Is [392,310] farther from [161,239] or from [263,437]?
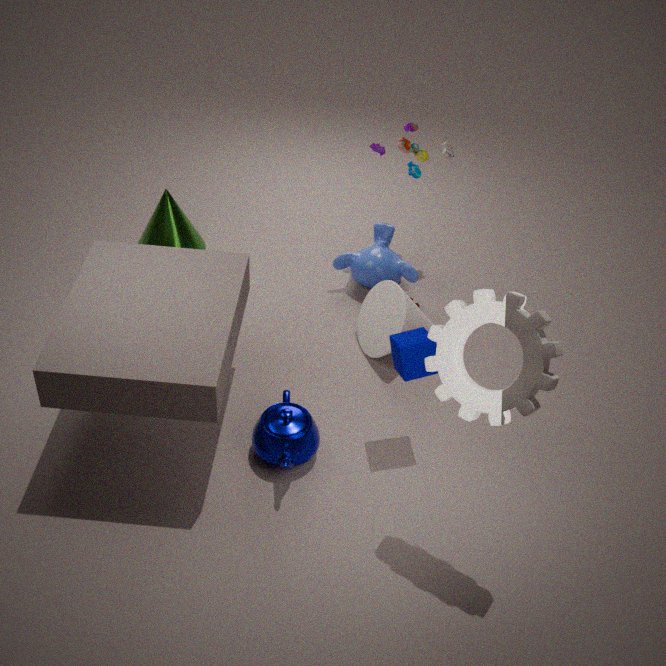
[161,239]
